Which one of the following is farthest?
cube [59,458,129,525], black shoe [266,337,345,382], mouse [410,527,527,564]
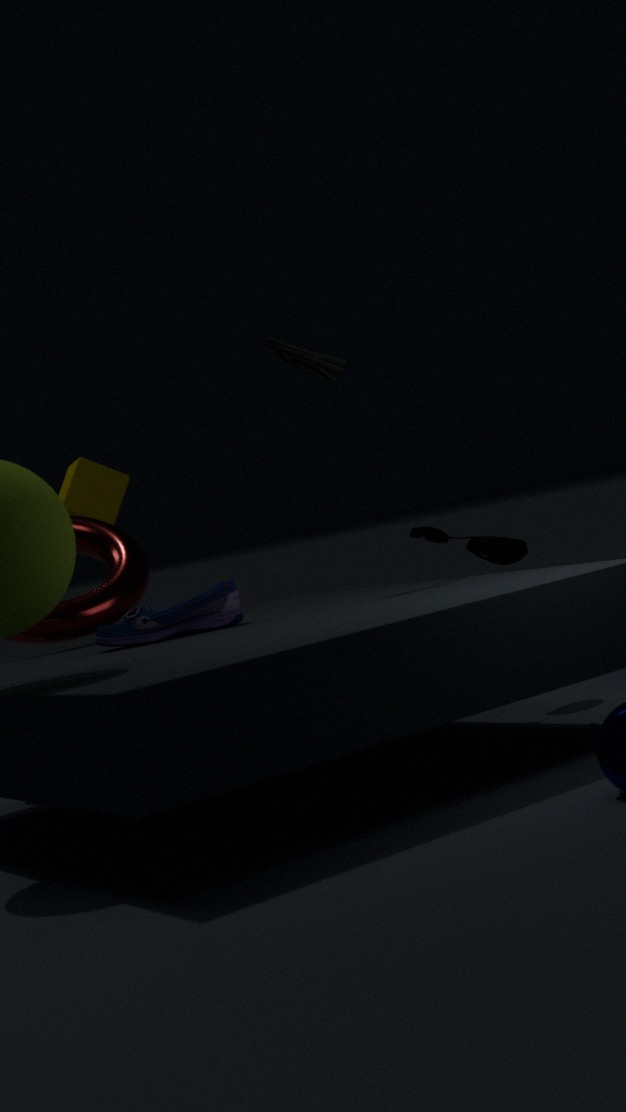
cube [59,458,129,525]
